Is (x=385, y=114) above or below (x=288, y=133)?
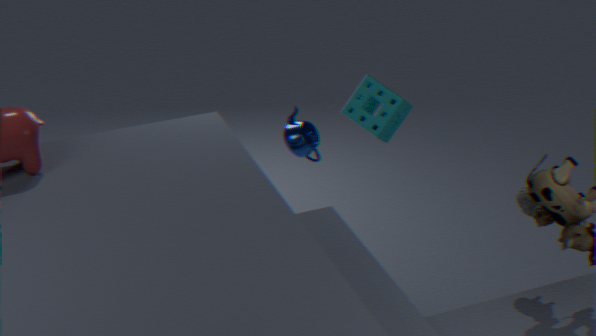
above
